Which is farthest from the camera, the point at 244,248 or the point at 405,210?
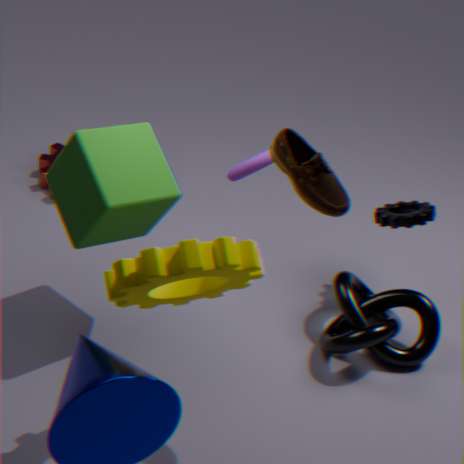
the point at 405,210
